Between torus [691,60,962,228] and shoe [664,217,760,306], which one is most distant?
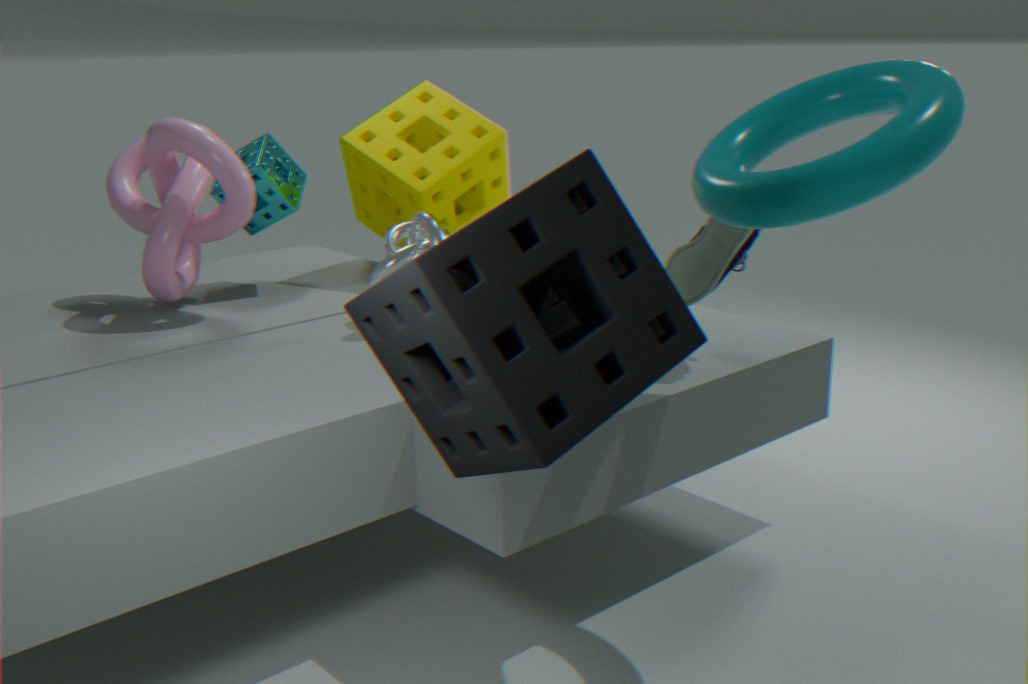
shoe [664,217,760,306]
